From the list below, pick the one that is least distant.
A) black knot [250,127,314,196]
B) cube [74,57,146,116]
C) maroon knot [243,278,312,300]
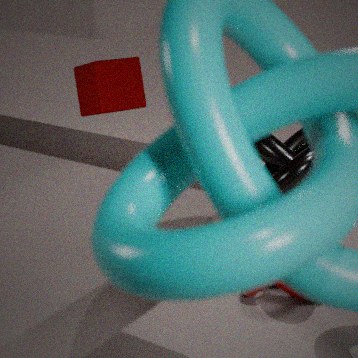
maroon knot [243,278,312,300]
